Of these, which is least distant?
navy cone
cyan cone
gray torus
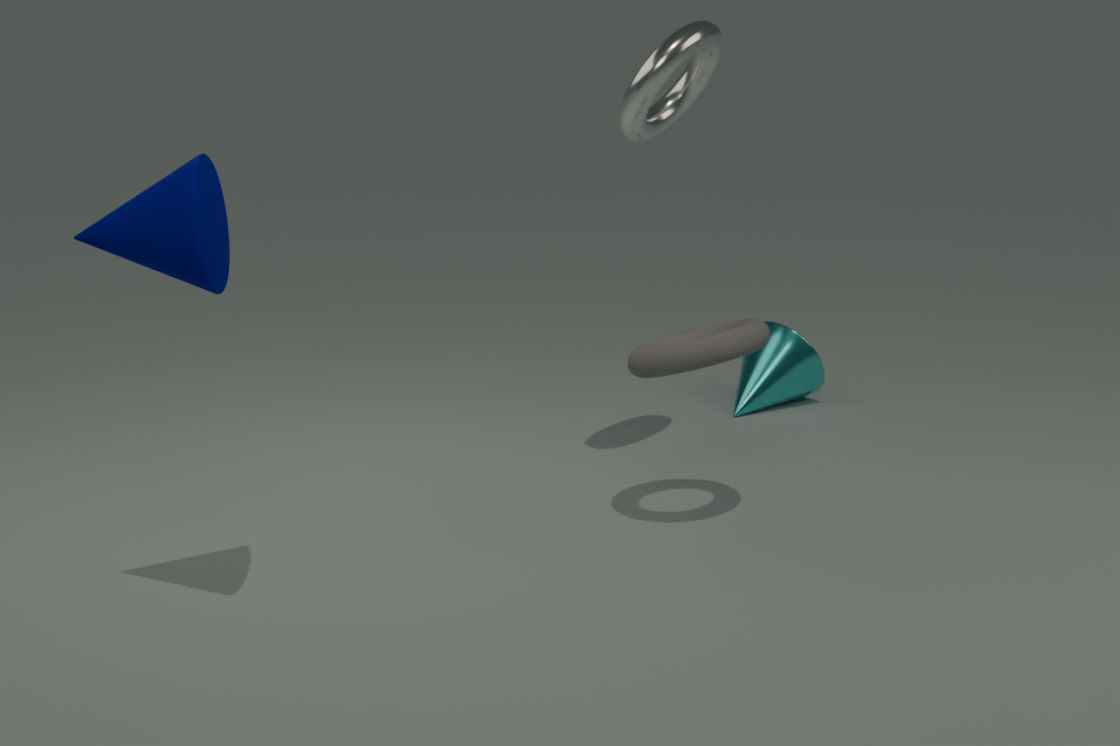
navy cone
